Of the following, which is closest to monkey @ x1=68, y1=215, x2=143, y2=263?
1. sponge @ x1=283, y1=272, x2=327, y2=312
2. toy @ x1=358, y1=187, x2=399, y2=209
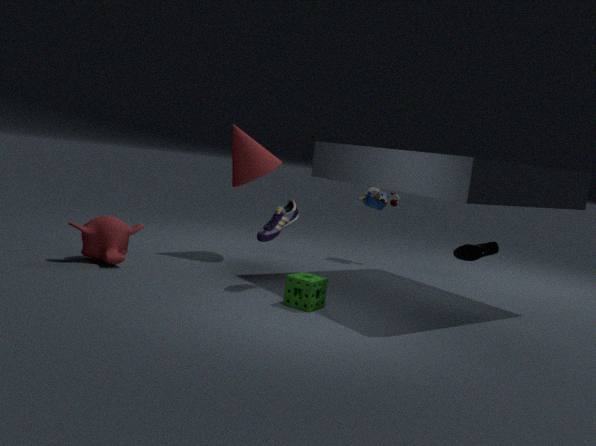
sponge @ x1=283, y1=272, x2=327, y2=312
